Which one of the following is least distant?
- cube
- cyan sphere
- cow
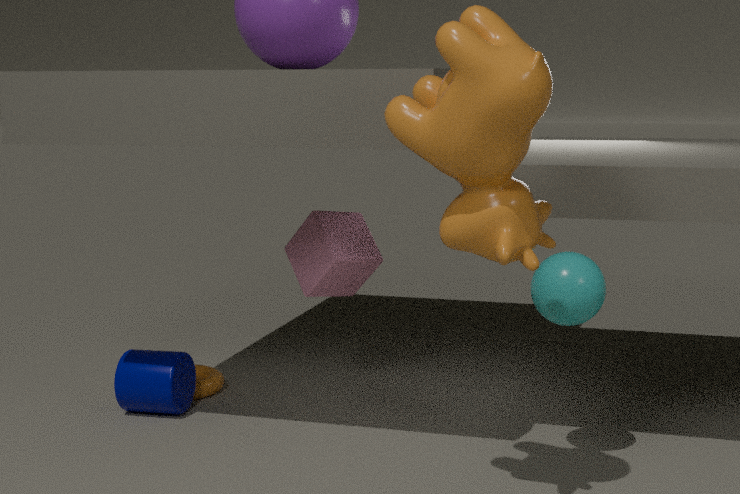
cow
